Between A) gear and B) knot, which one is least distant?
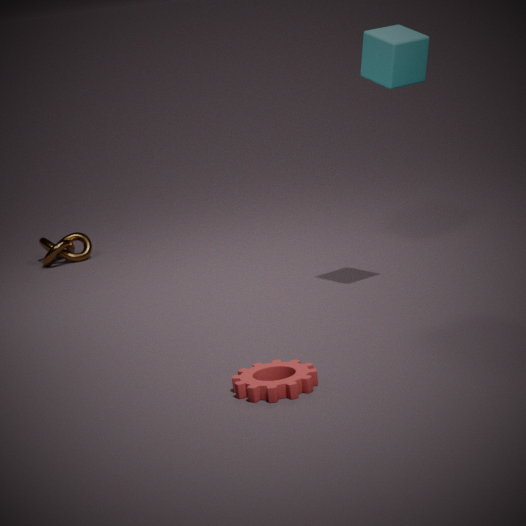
A. gear
